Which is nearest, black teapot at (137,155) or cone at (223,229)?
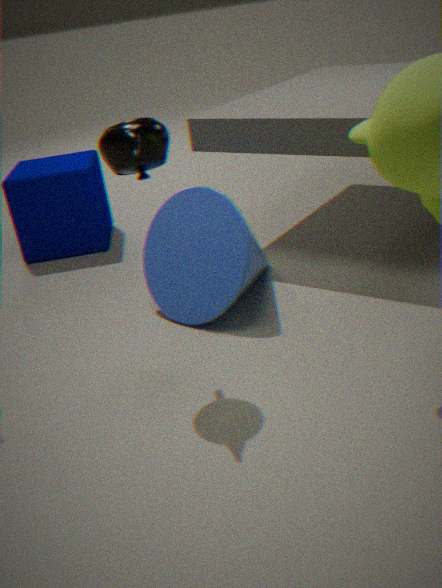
black teapot at (137,155)
